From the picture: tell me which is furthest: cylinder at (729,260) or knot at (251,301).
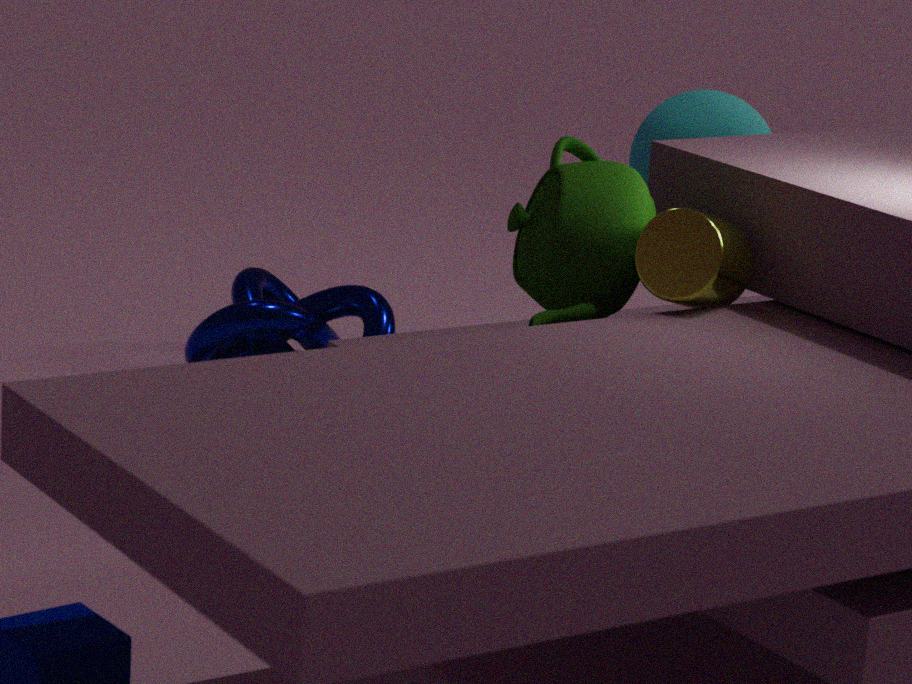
knot at (251,301)
